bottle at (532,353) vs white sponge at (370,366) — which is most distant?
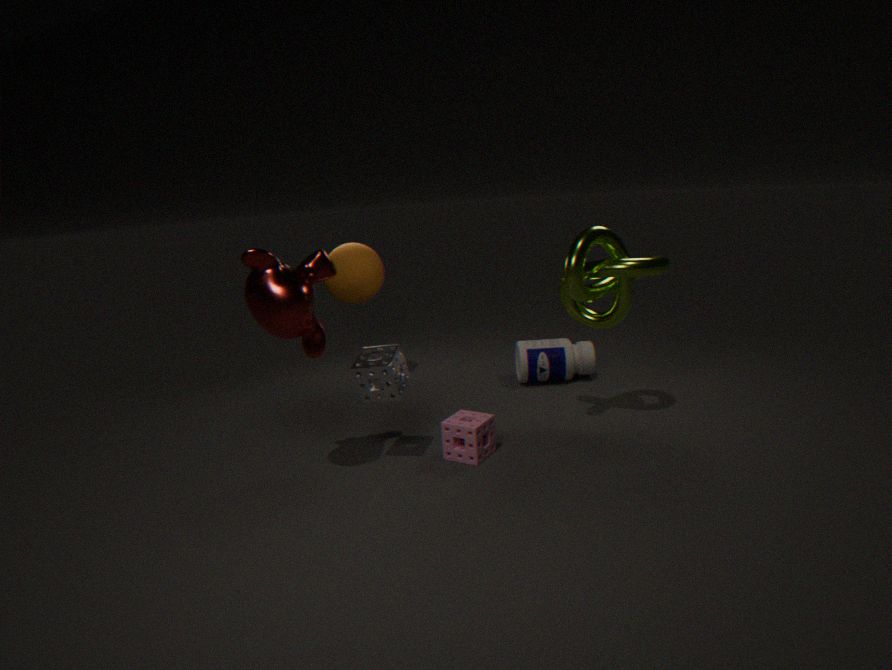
bottle at (532,353)
